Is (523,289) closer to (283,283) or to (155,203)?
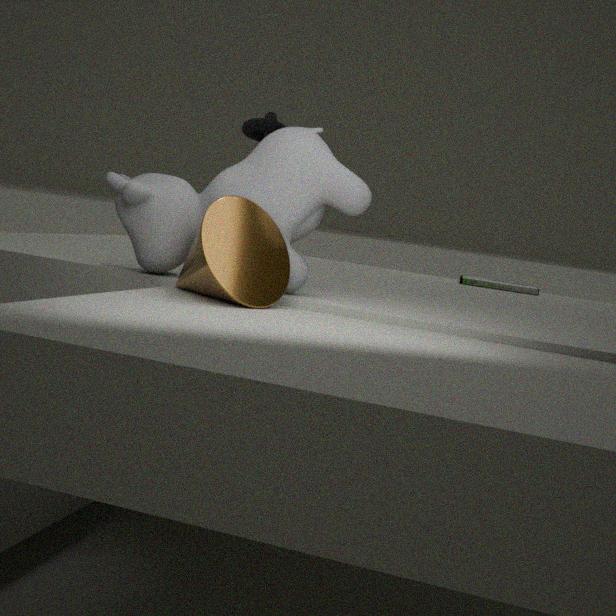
(155,203)
